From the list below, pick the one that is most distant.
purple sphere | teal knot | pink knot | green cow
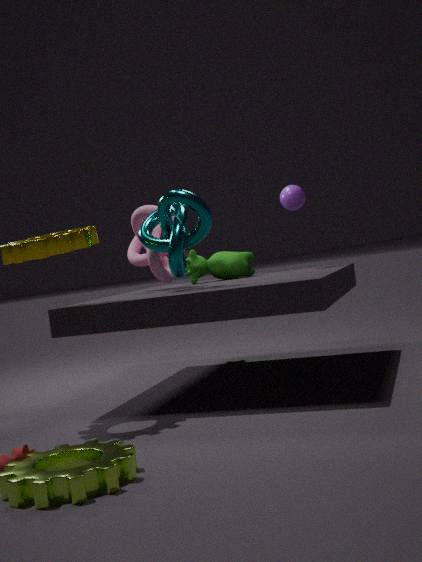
green cow
